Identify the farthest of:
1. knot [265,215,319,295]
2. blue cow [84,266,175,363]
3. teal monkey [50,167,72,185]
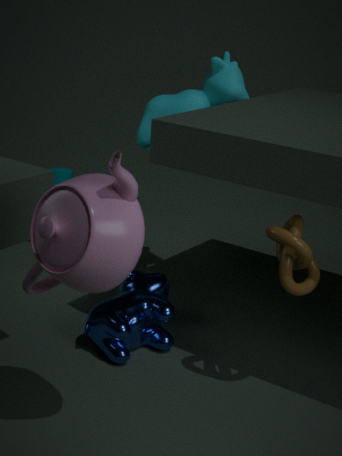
teal monkey [50,167,72,185]
